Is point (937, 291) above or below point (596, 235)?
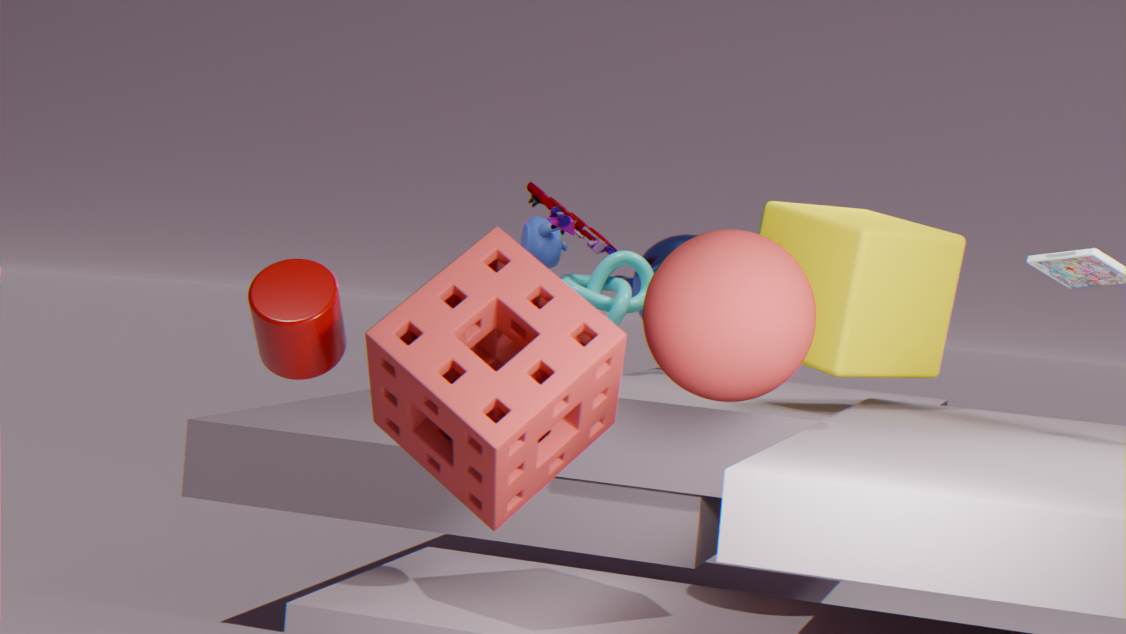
below
